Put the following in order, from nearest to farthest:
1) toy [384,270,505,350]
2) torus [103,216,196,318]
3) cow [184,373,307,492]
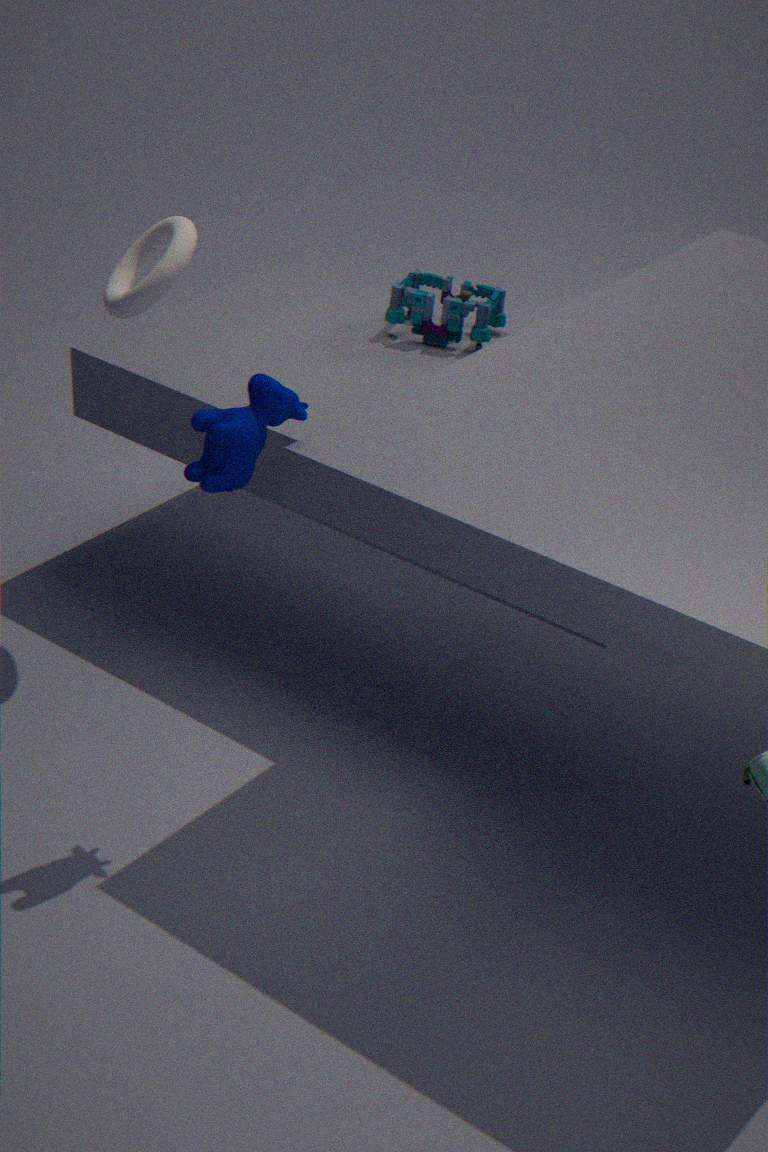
3. cow [184,373,307,492] → 2. torus [103,216,196,318] → 1. toy [384,270,505,350]
